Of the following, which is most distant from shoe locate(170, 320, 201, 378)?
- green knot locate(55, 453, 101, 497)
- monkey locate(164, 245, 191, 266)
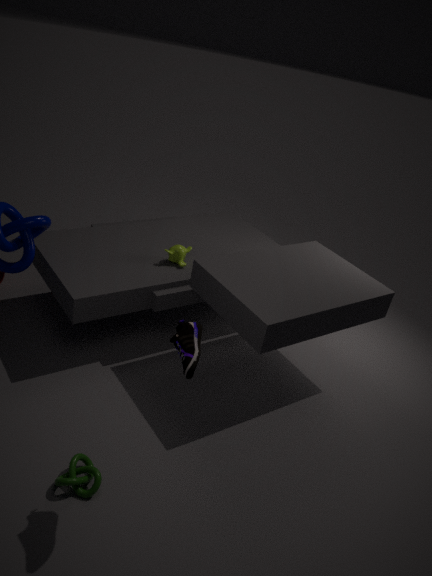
monkey locate(164, 245, 191, 266)
